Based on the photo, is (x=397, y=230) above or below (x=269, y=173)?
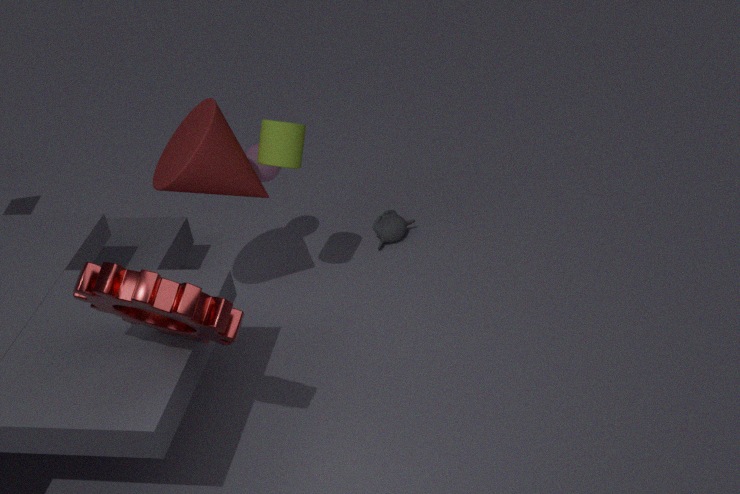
below
